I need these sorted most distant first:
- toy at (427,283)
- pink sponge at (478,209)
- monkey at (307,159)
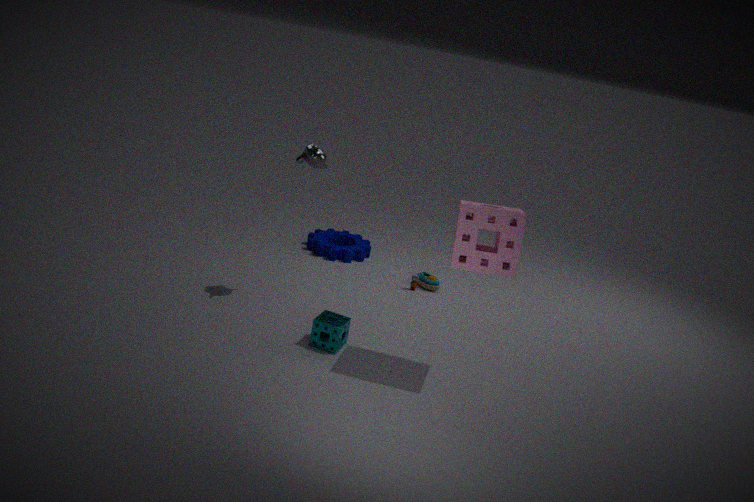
toy at (427,283) → monkey at (307,159) → pink sponge at (478,209)
